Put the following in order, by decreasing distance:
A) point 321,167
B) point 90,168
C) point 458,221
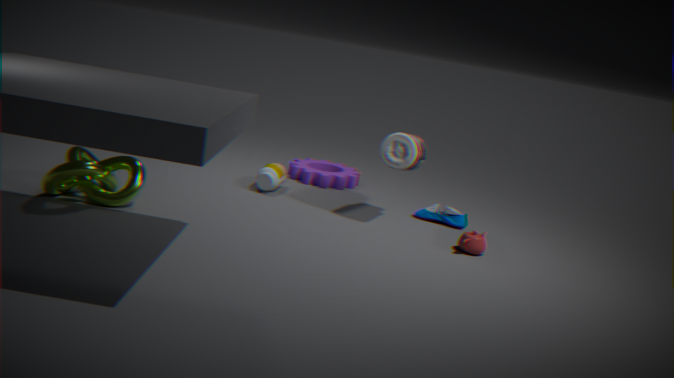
point 321,167 → point 458,221 → point 90,168
